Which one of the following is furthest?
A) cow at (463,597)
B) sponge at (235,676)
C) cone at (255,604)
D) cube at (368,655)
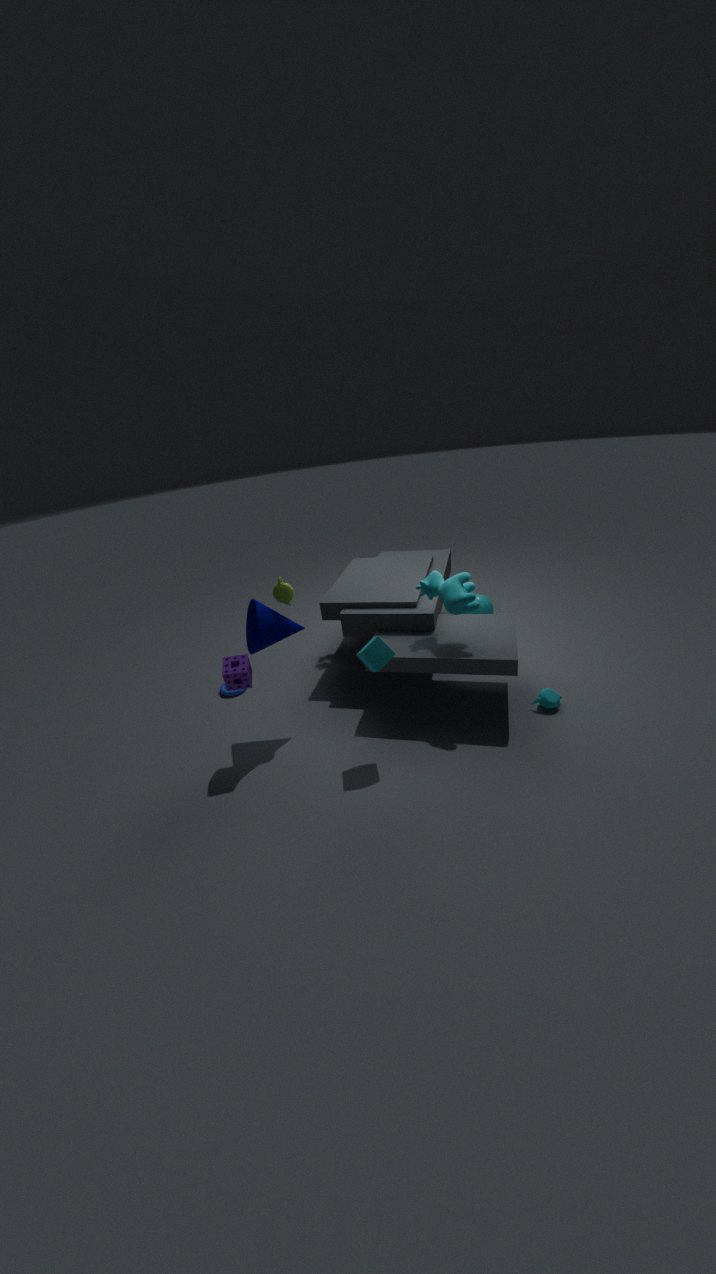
cow at (463,597)
